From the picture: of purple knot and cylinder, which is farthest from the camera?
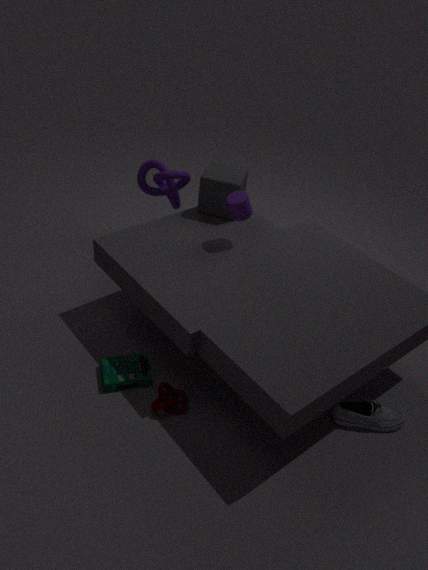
purple knot
